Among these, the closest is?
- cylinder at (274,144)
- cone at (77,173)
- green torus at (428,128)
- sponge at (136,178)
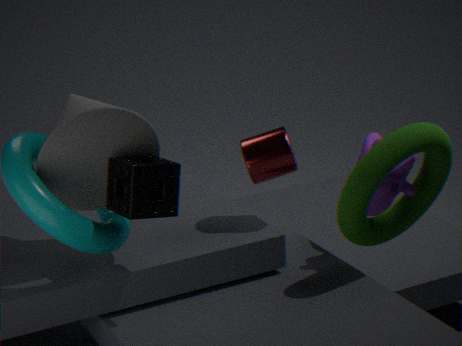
sponge at (136,178)
